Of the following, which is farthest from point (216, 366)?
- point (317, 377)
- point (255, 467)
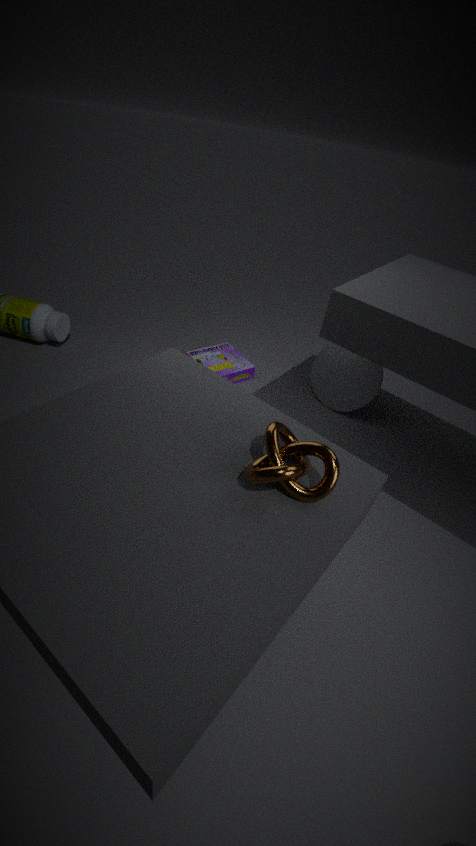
point (255, 467)
